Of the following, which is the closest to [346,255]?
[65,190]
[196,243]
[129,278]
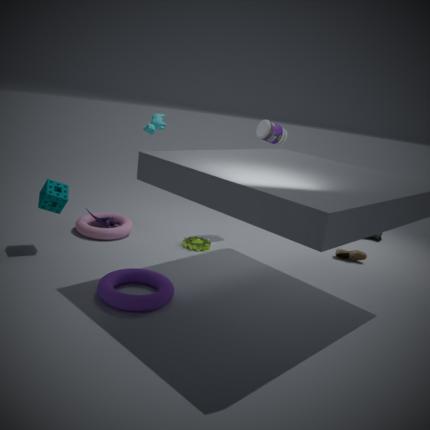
[196,243]
